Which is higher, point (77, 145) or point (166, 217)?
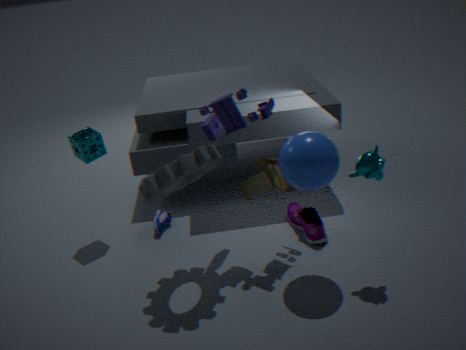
point (77, 145)
